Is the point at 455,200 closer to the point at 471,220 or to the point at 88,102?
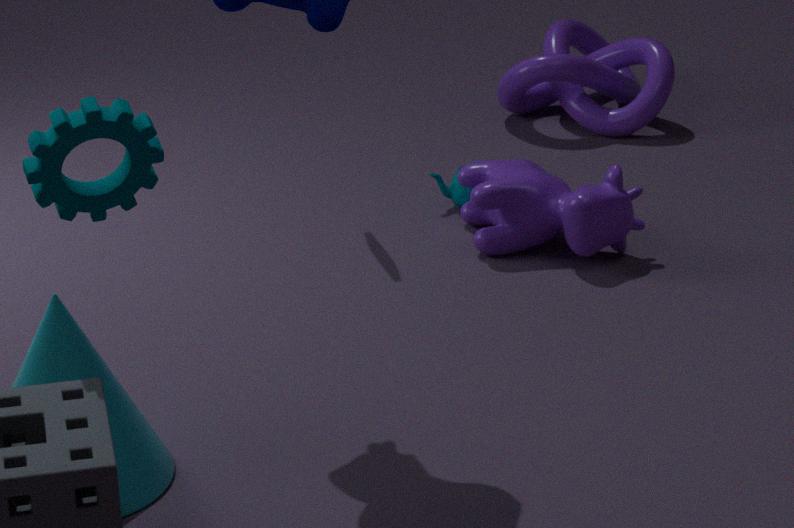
the point at 471,220
